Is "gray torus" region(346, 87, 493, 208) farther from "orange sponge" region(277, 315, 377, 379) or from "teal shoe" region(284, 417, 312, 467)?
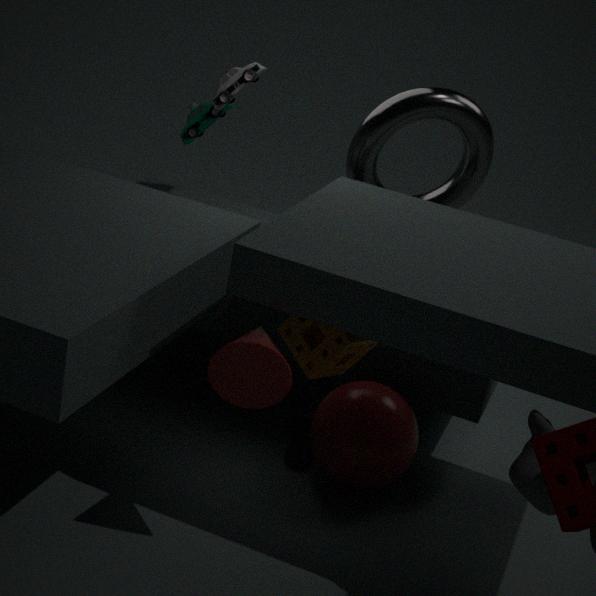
"teal shoe" region(284, 417, 312, 467)
